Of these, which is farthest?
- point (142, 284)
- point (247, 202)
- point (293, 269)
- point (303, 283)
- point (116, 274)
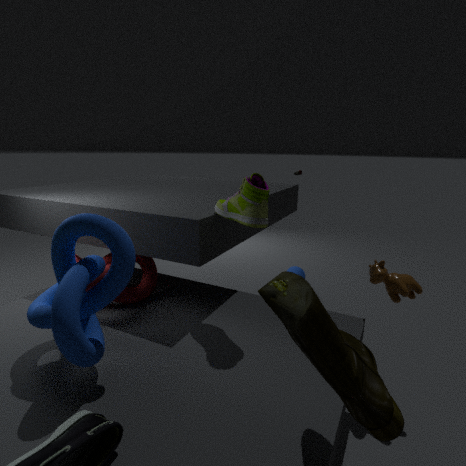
point (293, 269)
